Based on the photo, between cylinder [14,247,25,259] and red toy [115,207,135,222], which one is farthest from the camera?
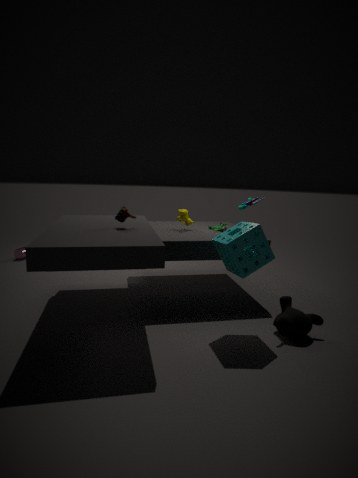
cylinder [14,247,25,259]
